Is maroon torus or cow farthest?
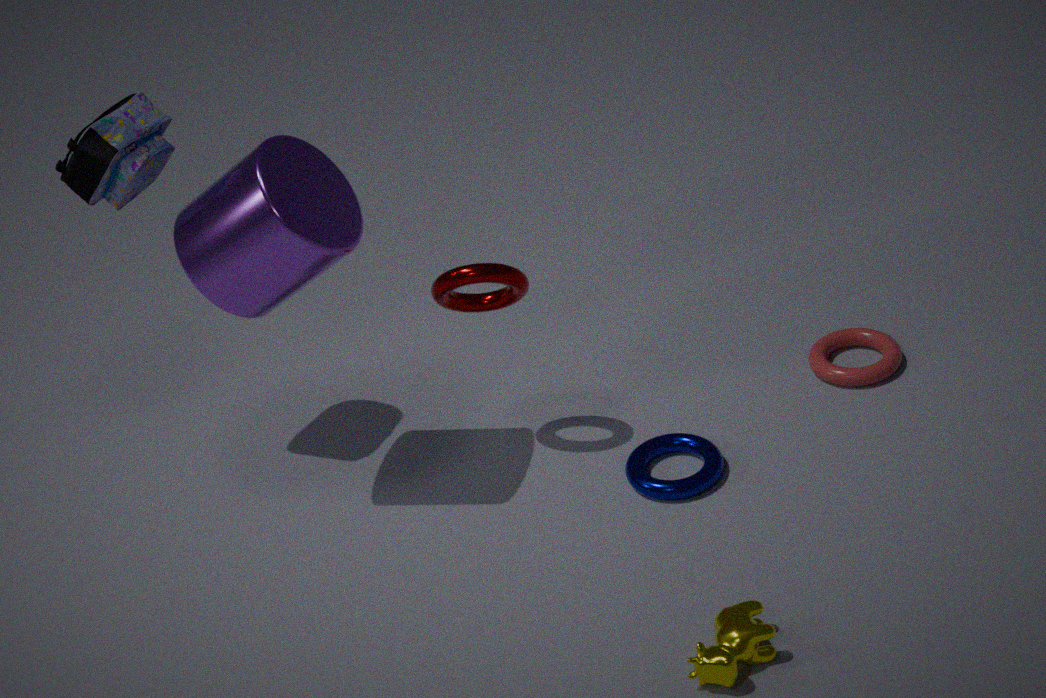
maroon torus
